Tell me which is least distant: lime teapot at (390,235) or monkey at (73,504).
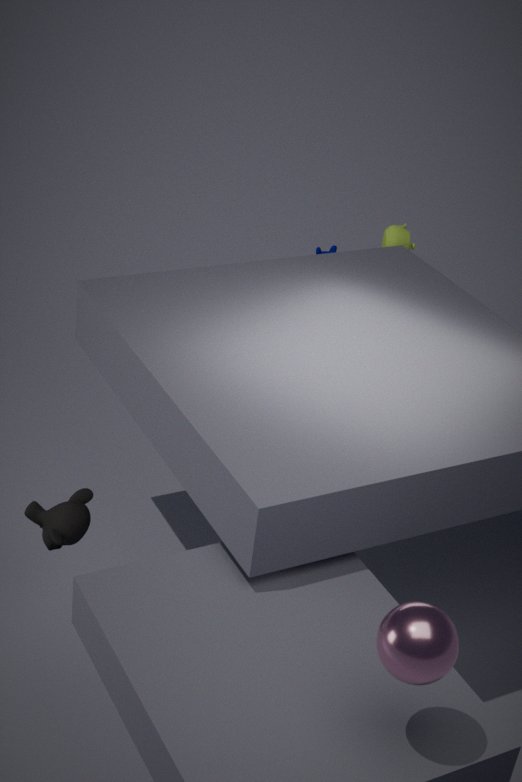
monkey at (73,504)
